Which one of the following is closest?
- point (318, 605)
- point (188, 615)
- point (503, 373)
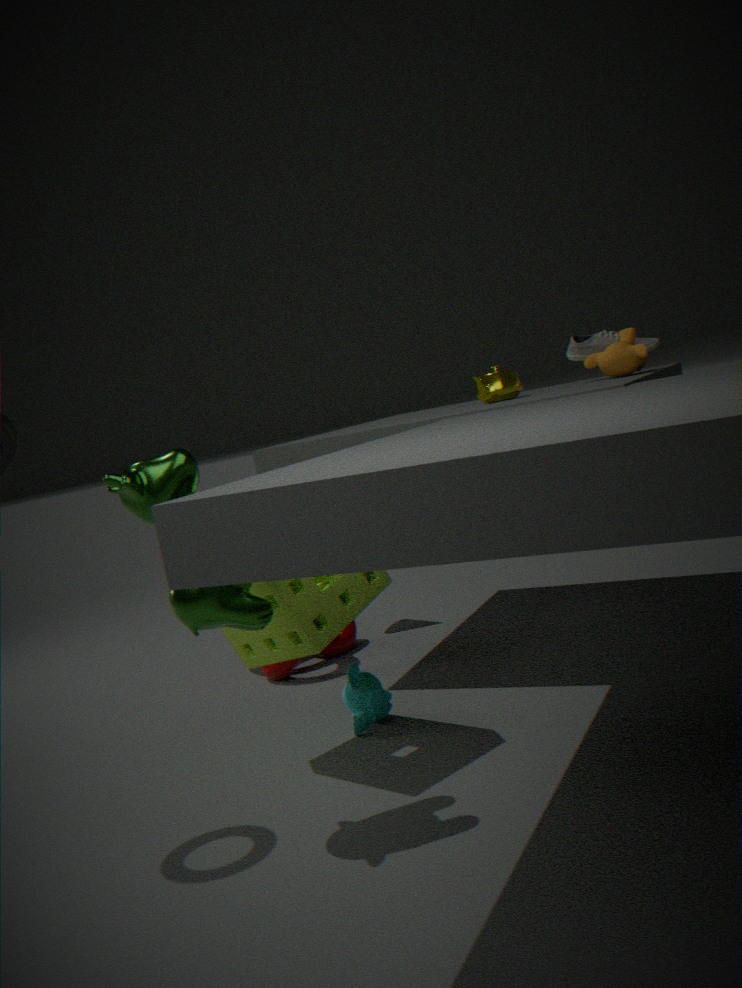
point (188, 615)
